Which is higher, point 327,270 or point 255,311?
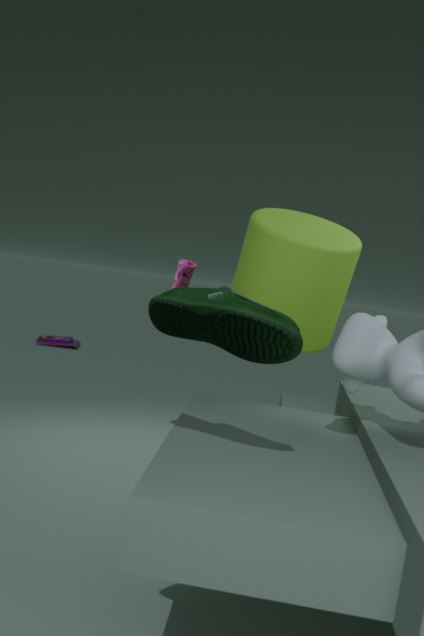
point 327,270
